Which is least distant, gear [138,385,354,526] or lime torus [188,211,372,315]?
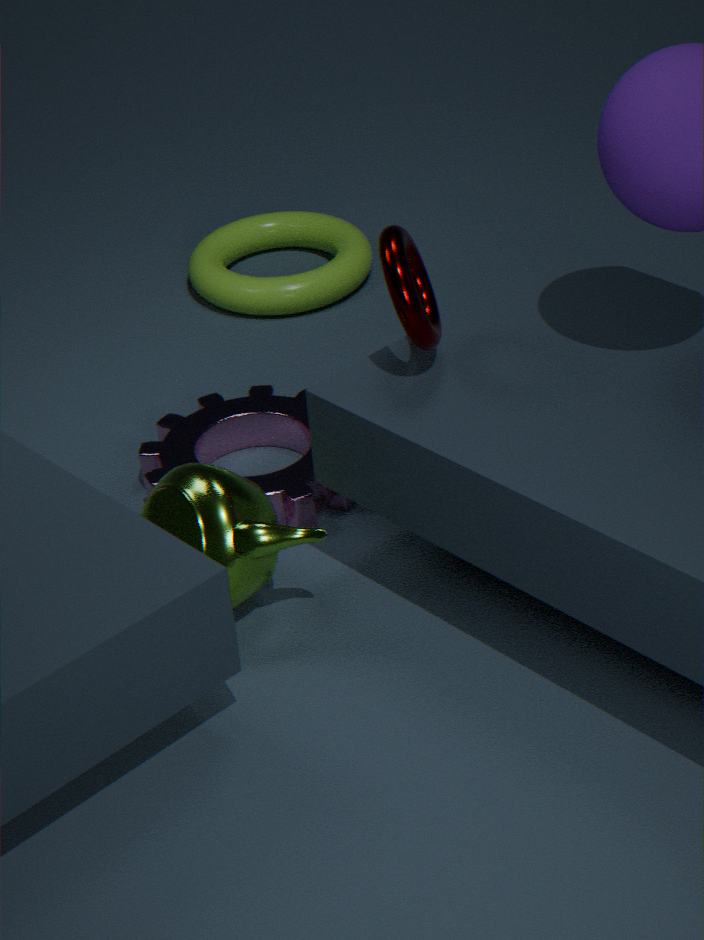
gear [138,385,354,526]
